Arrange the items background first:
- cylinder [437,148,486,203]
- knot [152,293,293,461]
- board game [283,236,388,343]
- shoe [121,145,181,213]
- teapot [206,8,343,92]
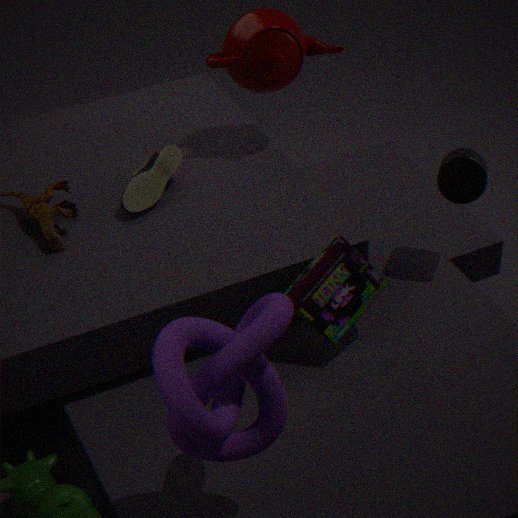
teapot [206,8,343,92] → shoe [121,145,181,213] → cylinder [437,148,486,203] → board game [283,236,388,343] → knot [152,293,293,461]
